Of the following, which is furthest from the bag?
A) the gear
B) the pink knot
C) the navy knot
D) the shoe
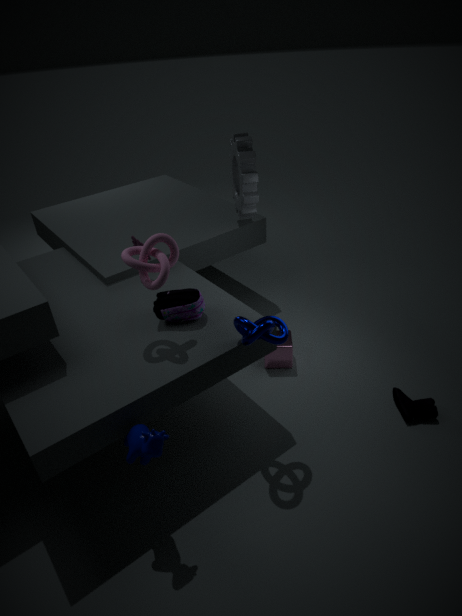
the shoe
